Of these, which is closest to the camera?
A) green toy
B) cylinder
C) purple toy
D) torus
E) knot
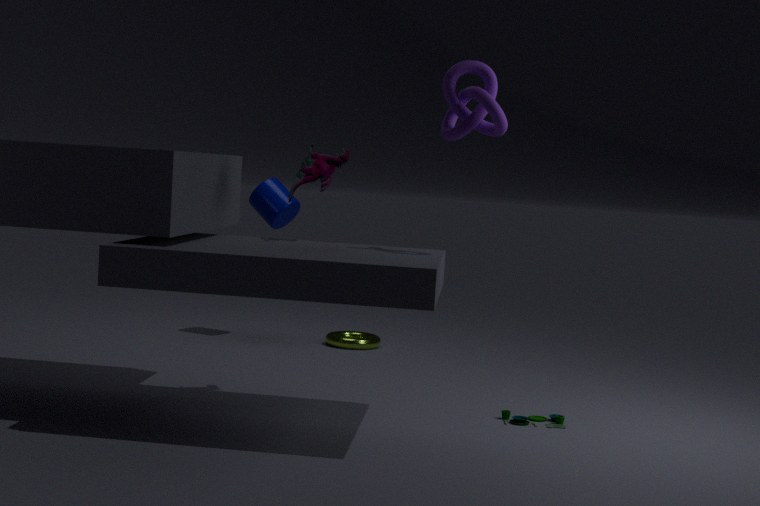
knot
